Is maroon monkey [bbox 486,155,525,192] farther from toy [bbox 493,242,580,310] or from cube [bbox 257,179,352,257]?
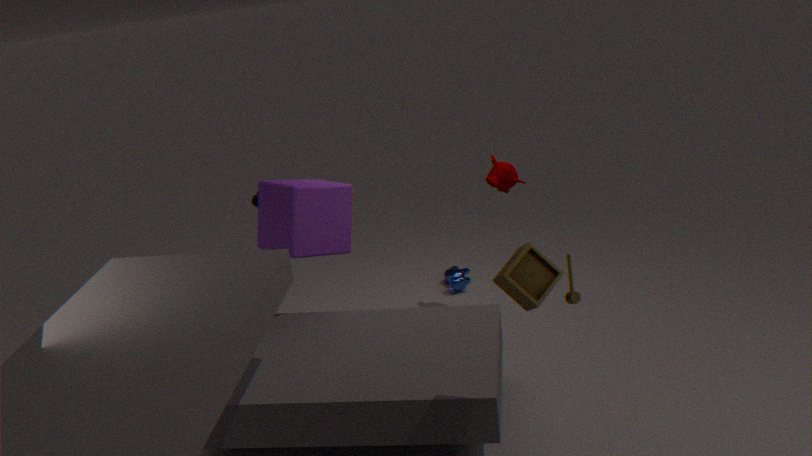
toy [bbox 493,242,580,310]
